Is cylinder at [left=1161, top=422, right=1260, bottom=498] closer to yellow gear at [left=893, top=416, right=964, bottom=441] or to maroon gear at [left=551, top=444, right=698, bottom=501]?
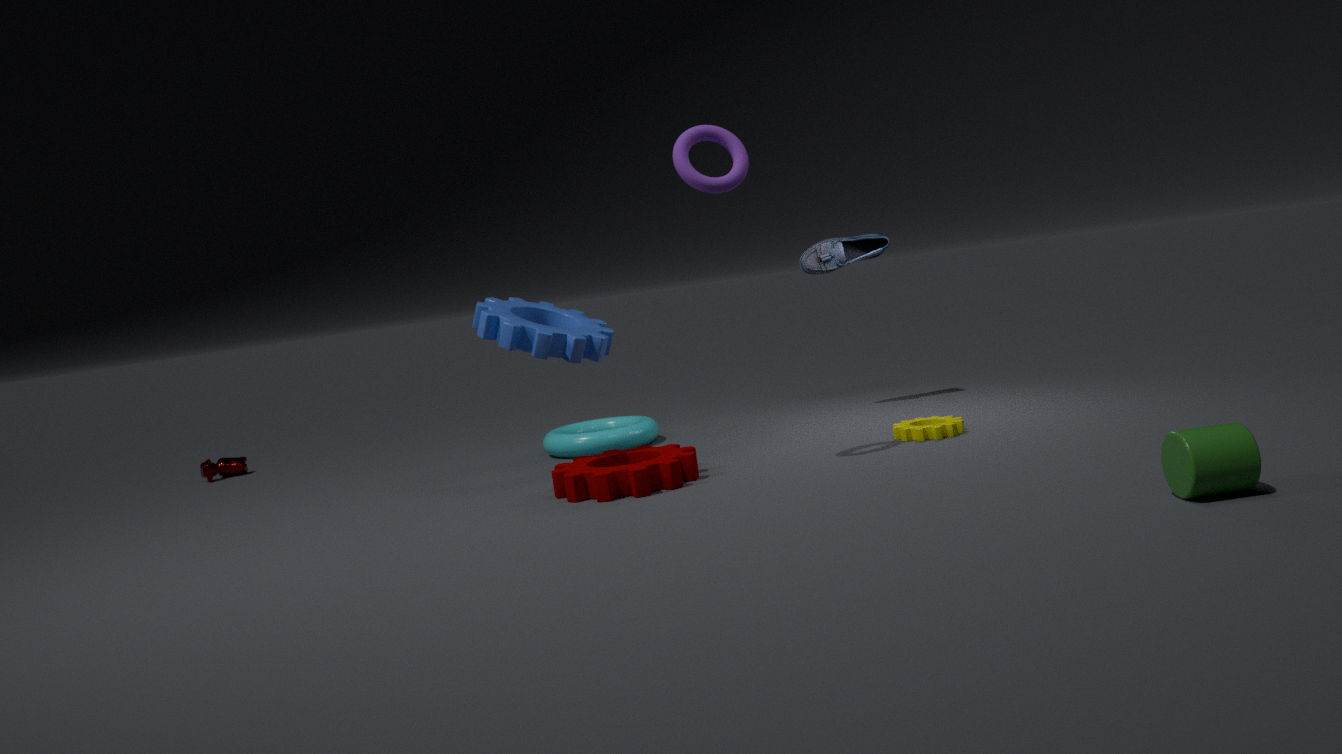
yellow gear at [left=893, top=416, right=964, bottom=441]
